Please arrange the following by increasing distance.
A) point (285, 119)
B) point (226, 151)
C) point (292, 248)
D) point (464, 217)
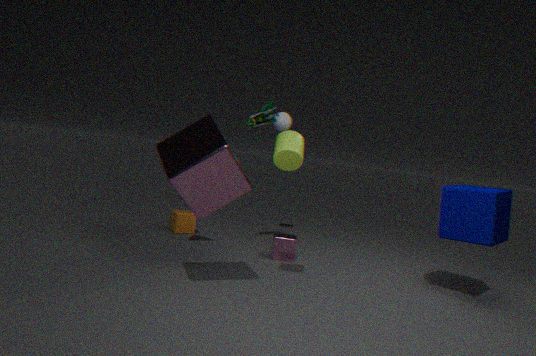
point (226, 151) → point (464, 217) → point (292, 248) → point (285, 119)
